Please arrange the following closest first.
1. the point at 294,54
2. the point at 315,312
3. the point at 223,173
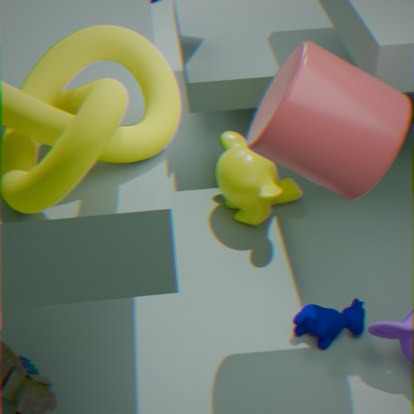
the point at 294,54
the point at 315,312
the point at 223,173
